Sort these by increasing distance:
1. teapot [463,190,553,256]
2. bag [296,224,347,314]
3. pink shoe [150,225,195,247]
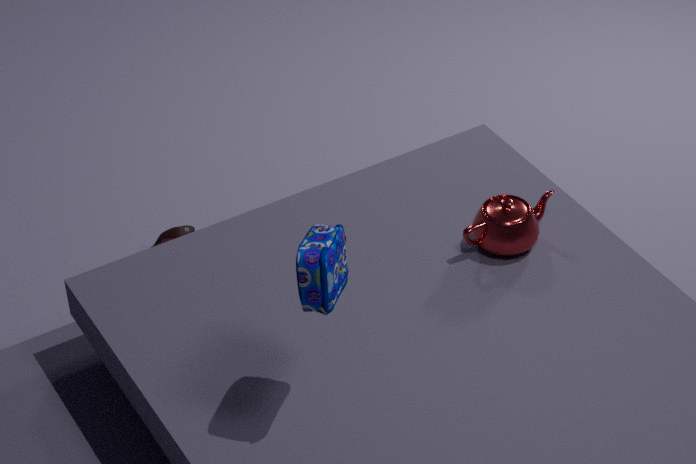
1. bag [296,224,347,314]
2. teapot [463,190,553,256]
3. pink shoe [150,225,195,247]
